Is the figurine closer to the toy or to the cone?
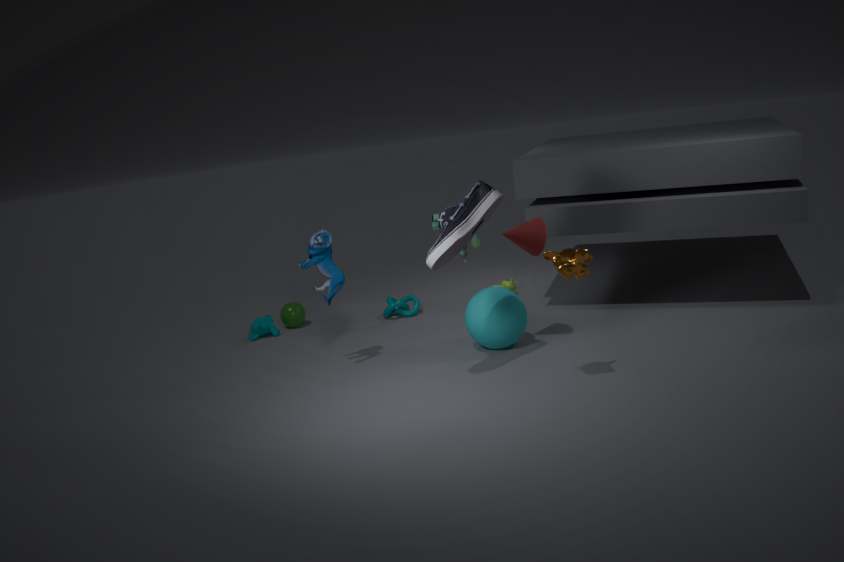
the toy
